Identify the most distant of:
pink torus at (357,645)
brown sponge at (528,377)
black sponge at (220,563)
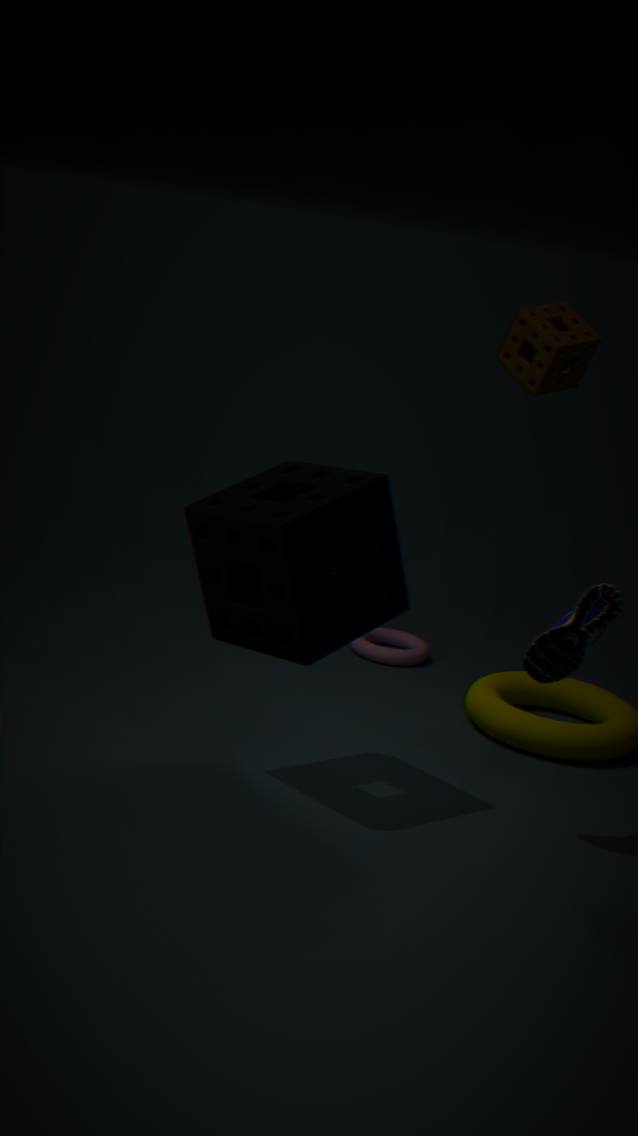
pink torus at (357,645)
